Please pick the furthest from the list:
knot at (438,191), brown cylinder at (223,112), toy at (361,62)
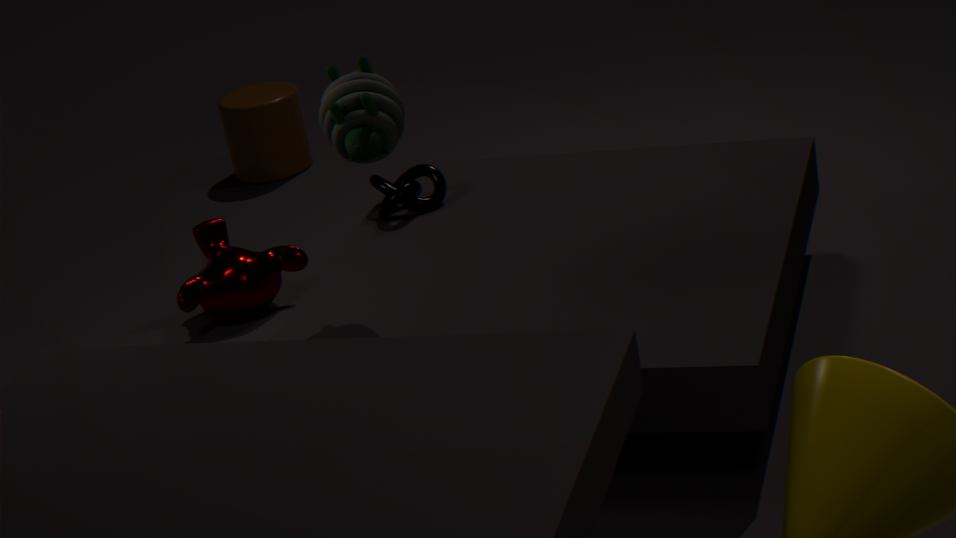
brown cylinder at (223,112)
